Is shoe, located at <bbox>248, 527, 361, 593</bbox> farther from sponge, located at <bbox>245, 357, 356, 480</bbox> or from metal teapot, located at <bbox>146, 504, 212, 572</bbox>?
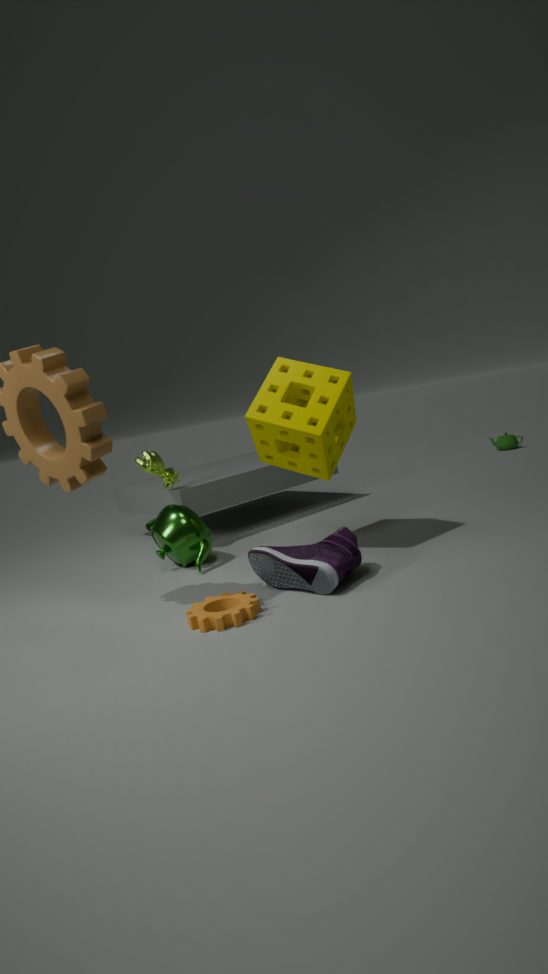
metal teapot, located at <bbox>146, 504, 212, 572</bbox>
